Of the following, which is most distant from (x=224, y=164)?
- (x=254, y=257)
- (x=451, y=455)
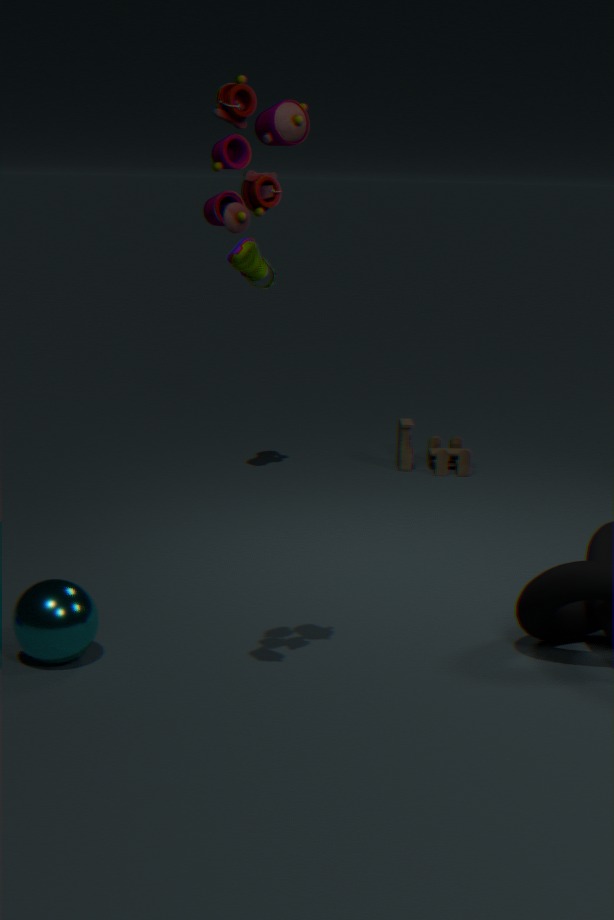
(x=451, y=455)
